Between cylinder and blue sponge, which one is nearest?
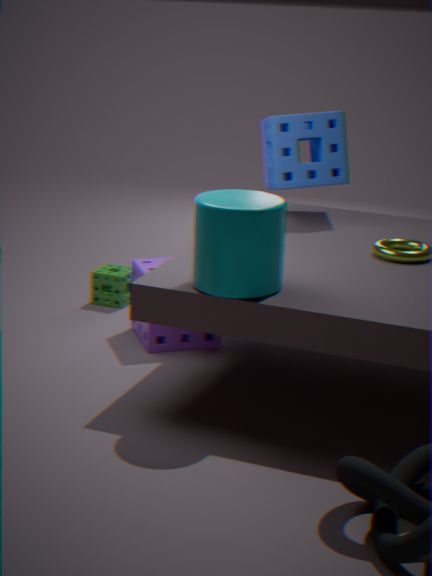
cylinder
